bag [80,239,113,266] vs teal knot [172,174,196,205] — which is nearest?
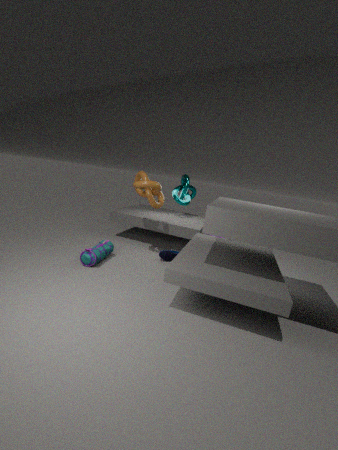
bag [80,239,113,266]
